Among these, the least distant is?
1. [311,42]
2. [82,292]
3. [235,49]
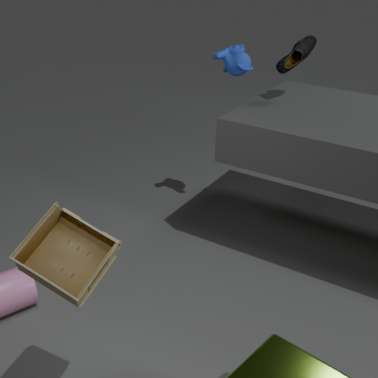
[82,292]
